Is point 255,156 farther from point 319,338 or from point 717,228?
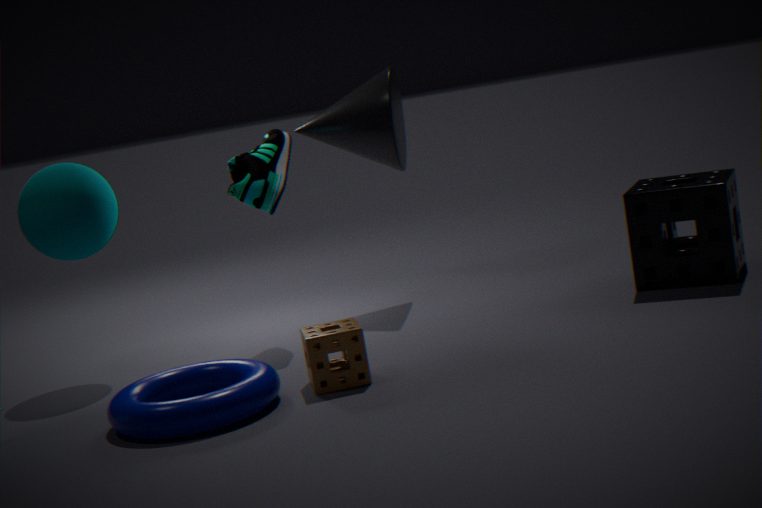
point 717,228
